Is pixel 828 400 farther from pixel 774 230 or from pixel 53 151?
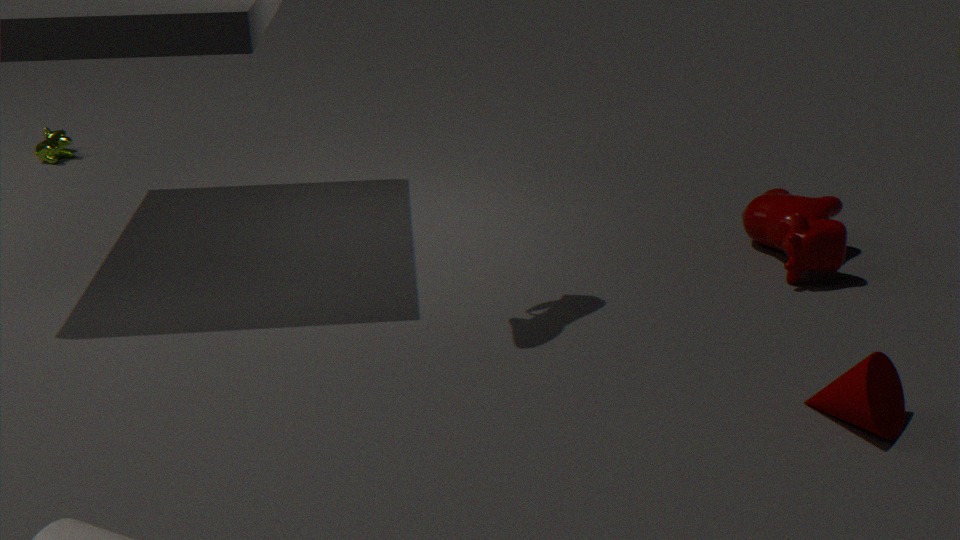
pixel 53 151
